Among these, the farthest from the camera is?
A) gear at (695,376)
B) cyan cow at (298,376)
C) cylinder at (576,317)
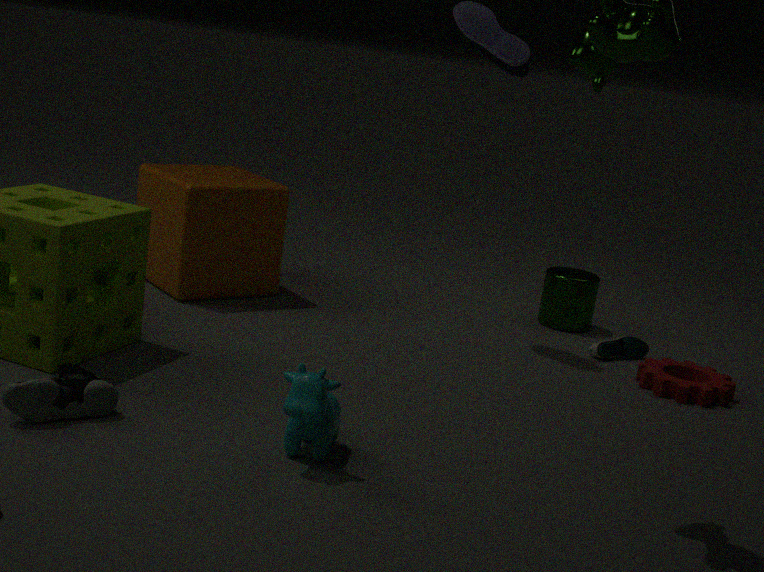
cylinder at (576,317)
